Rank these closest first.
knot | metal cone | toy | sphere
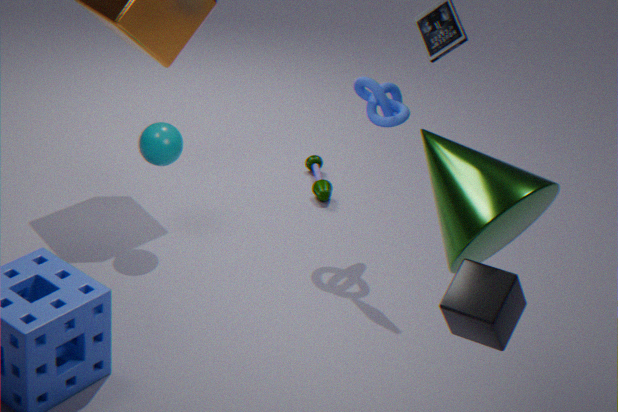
1. metal cone
2. knot
3. sphere
4. toy
